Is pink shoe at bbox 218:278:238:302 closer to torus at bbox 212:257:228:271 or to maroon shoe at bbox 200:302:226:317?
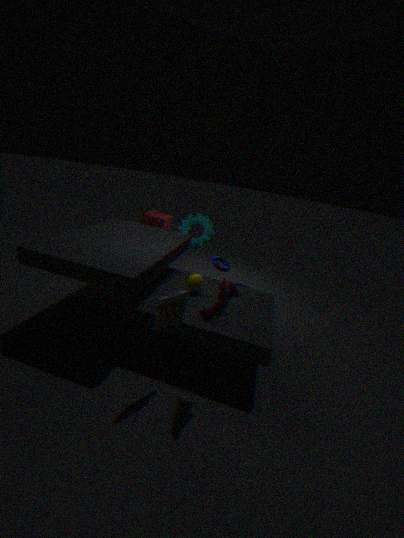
maroon shoe at bbox 200:302:226:317
